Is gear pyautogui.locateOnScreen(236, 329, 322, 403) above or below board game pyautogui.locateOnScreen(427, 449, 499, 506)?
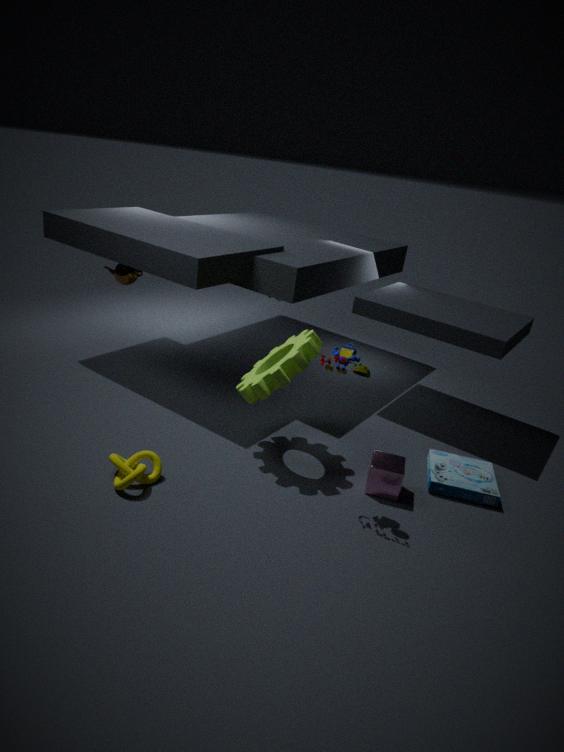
above
